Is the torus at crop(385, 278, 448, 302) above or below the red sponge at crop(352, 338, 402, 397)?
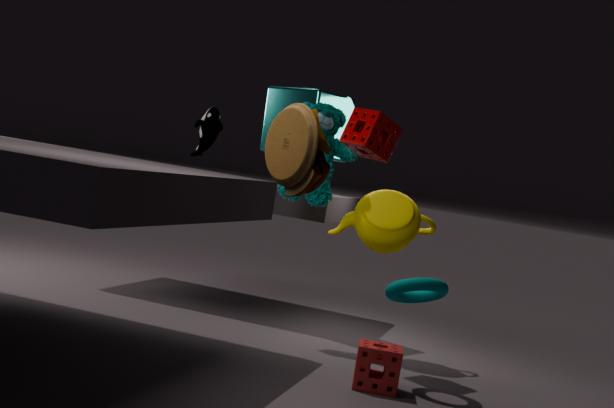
above
